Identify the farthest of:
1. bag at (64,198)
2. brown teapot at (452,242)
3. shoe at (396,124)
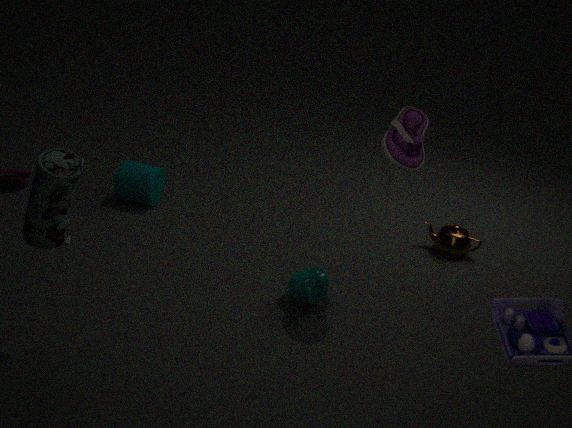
brown teapot at (452,242)
